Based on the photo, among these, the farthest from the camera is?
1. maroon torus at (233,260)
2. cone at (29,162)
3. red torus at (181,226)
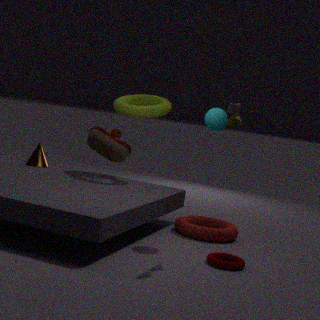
cone at (29,162)
